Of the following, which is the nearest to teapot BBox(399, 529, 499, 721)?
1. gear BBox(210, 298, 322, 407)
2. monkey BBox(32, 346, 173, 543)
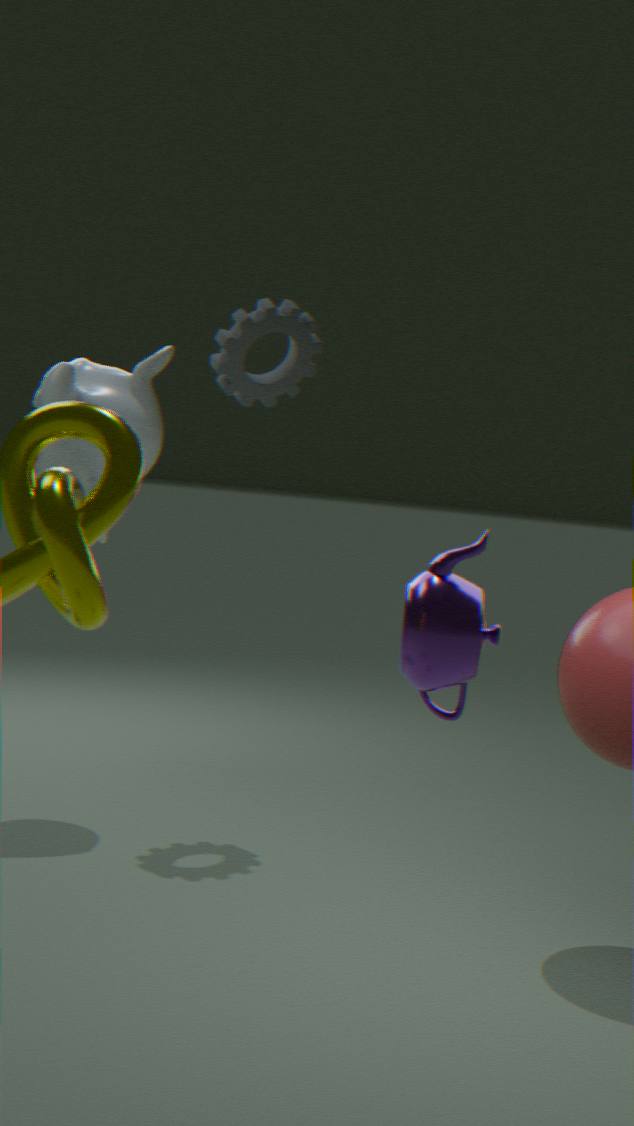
monkey BBox(32, 346, 173, 543)
